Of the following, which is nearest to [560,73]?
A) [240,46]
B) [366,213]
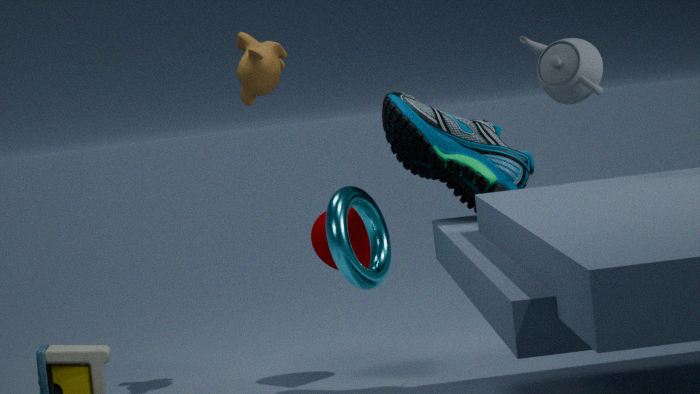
[366,213]
